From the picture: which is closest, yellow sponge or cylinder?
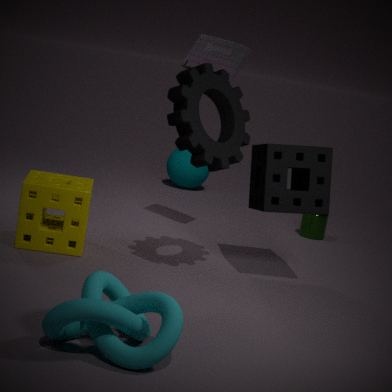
yellow sponge
